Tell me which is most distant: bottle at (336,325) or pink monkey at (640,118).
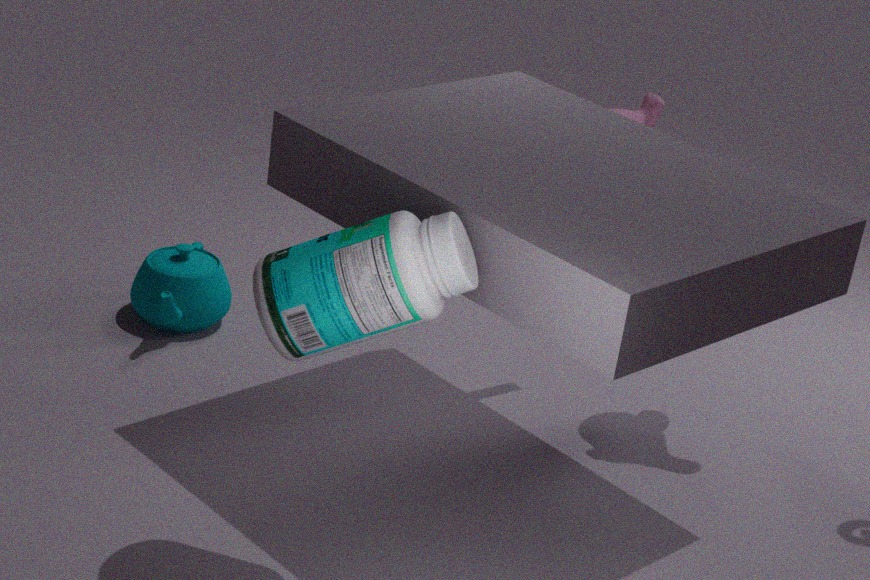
pink monkey at (640,118)
